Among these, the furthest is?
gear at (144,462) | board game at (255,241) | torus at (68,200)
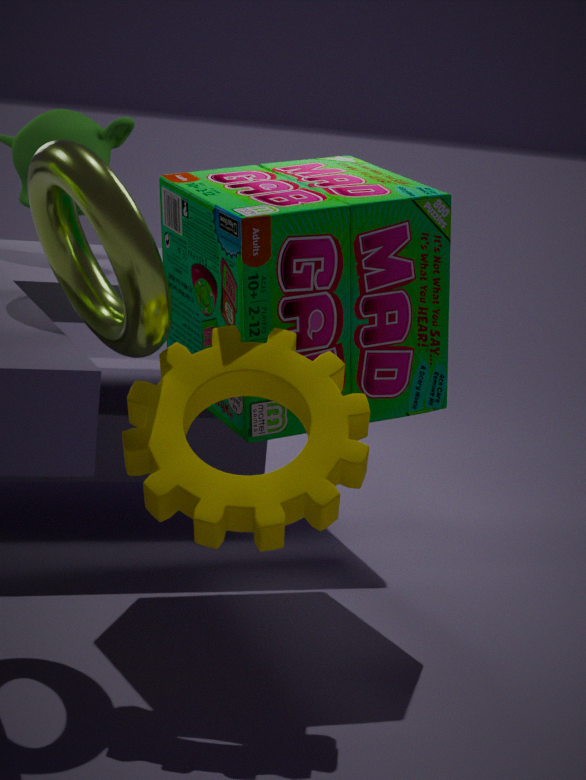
board game at (255,241)
